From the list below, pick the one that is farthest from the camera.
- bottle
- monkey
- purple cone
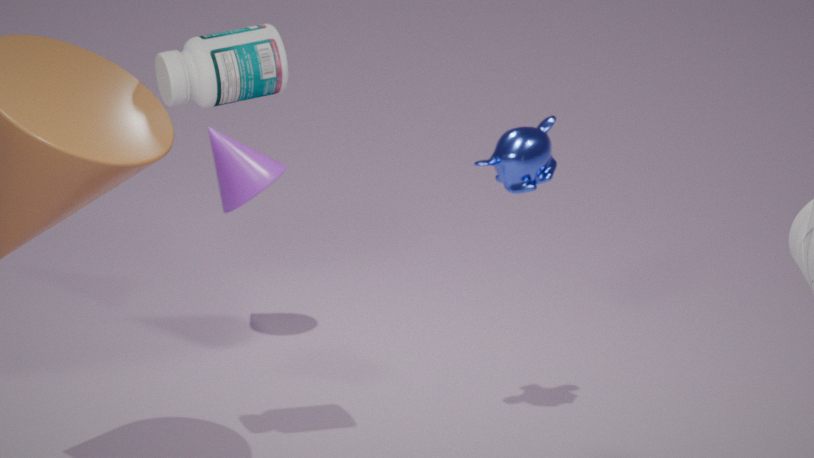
purple cone
